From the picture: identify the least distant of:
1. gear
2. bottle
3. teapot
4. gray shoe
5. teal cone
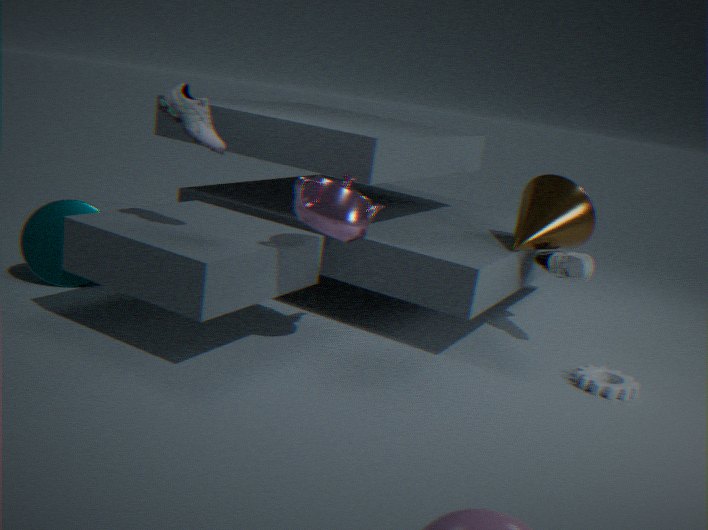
teapot
